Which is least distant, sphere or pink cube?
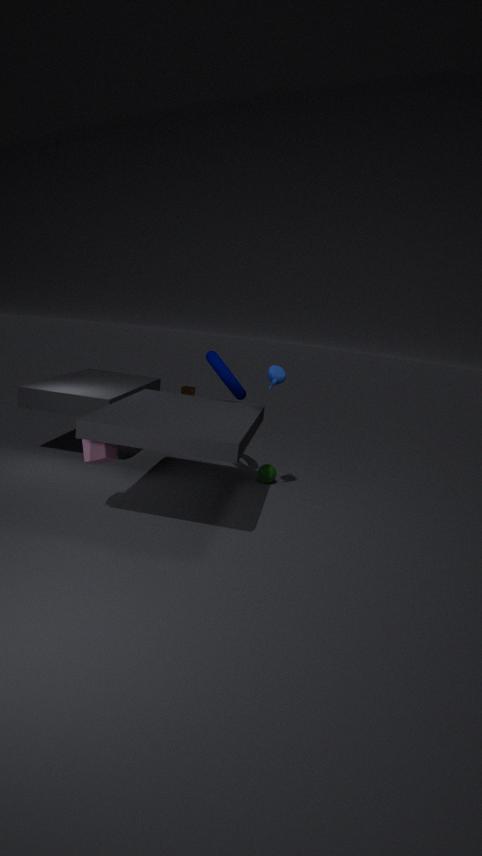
pink cube
